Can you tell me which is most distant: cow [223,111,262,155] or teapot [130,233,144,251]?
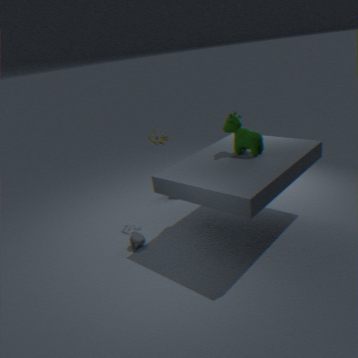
teapot [130,233,144,251]
